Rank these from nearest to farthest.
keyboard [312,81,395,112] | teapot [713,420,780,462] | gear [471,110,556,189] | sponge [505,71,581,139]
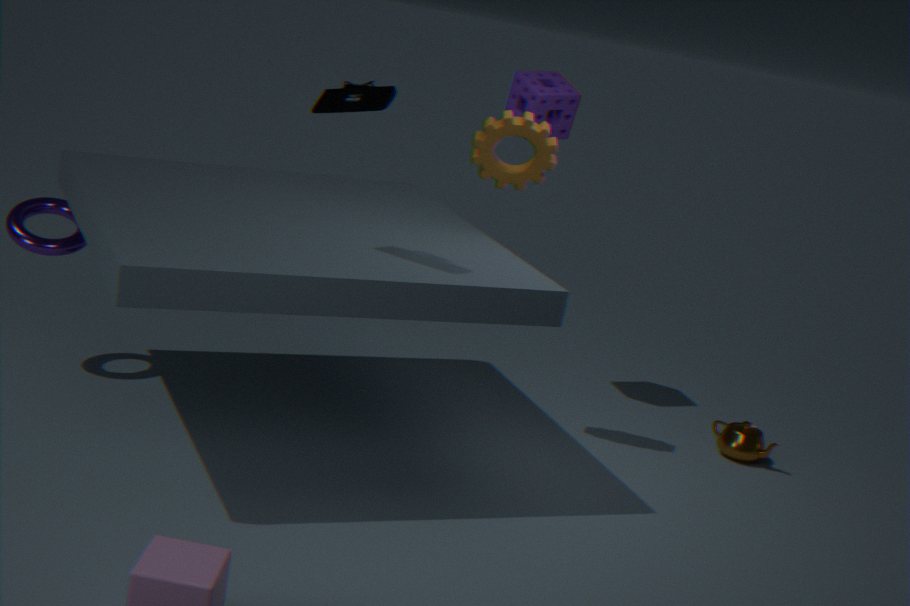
1. keyboard [312,81,395,112]
2. gear [471,110,556,189]
3. teapot [713,420,780,462]
4. sponge [505,71,581,139]
